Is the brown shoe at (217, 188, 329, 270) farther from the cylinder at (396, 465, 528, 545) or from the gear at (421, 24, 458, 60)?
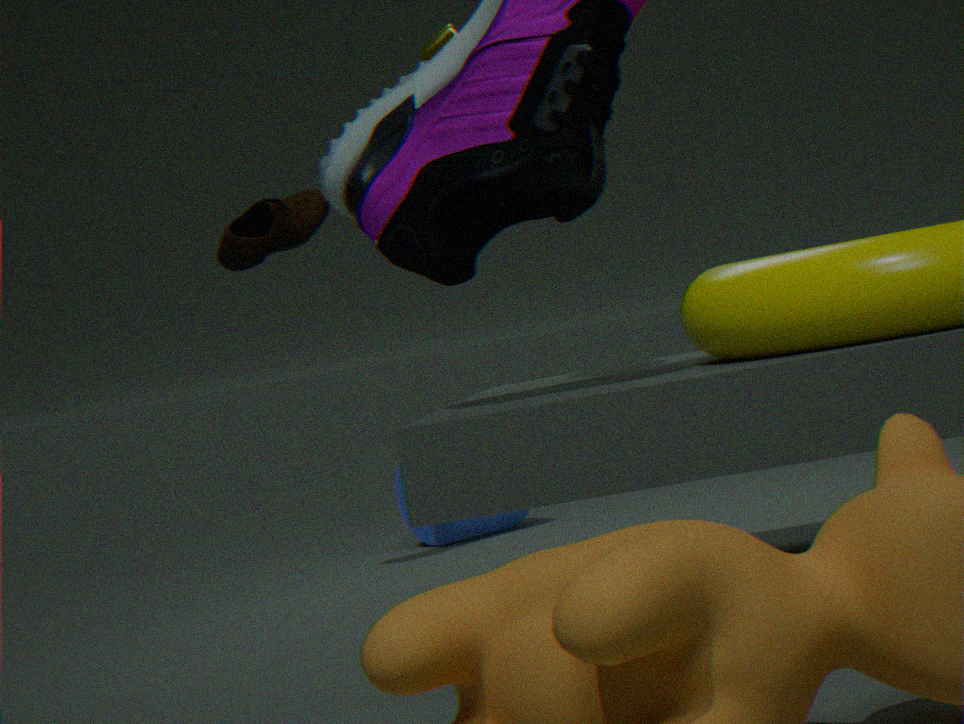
the gear at (421, 24, 458, 60)
